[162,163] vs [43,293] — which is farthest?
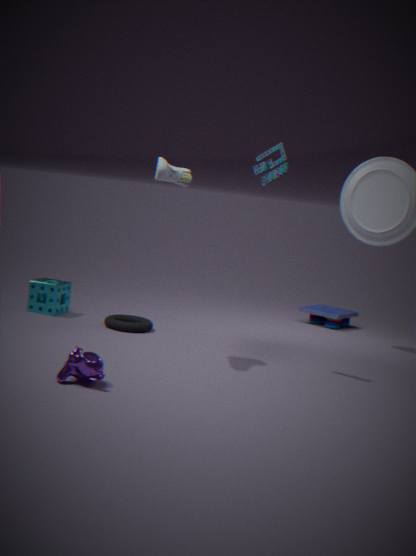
[43,293]
